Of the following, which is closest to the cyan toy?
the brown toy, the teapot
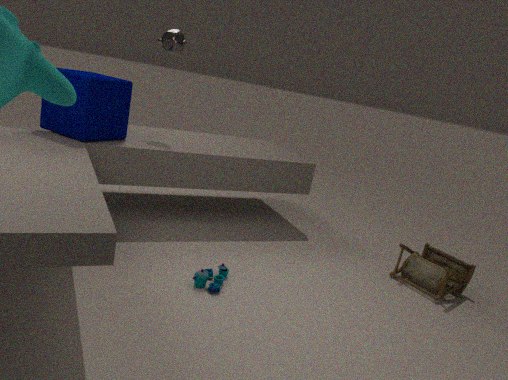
the brown toy
